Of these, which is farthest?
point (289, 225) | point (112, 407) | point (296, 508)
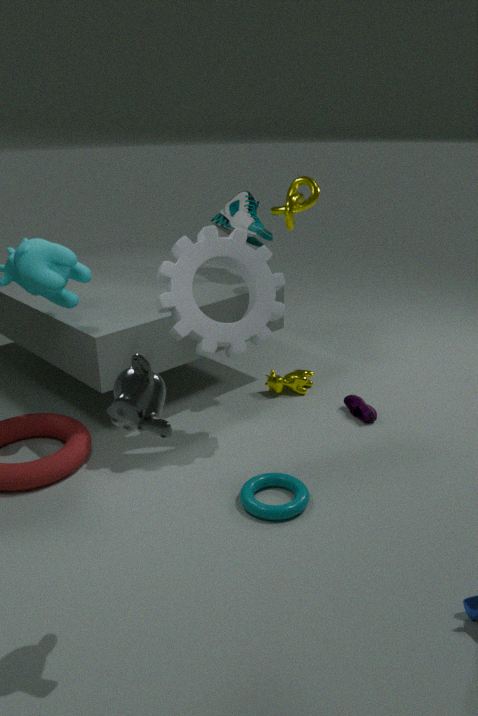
point (289, 225)
